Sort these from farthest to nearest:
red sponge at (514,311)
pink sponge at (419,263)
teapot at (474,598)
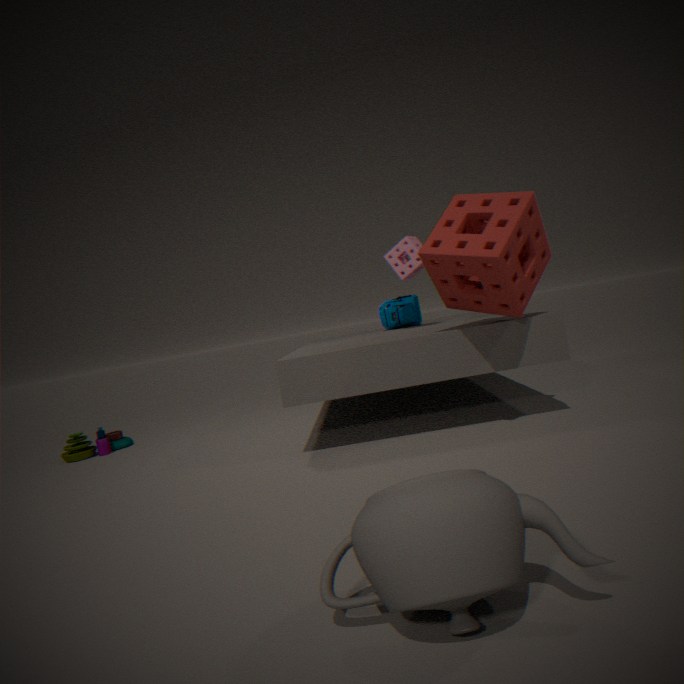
pink sponge at (419,263) < red sponge at (514,311) < teapot at (474,598)
